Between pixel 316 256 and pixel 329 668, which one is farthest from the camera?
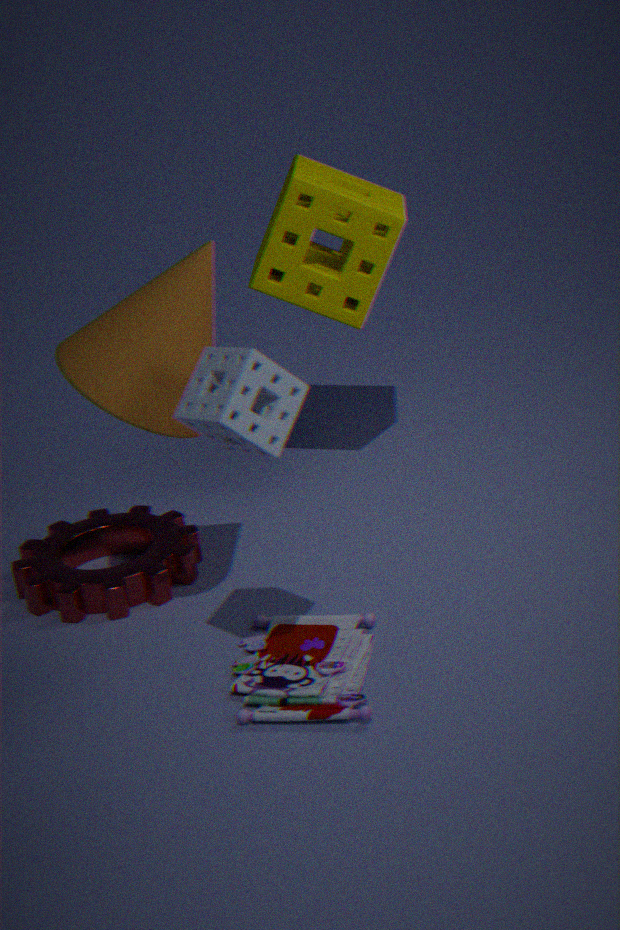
pixel 316 256
